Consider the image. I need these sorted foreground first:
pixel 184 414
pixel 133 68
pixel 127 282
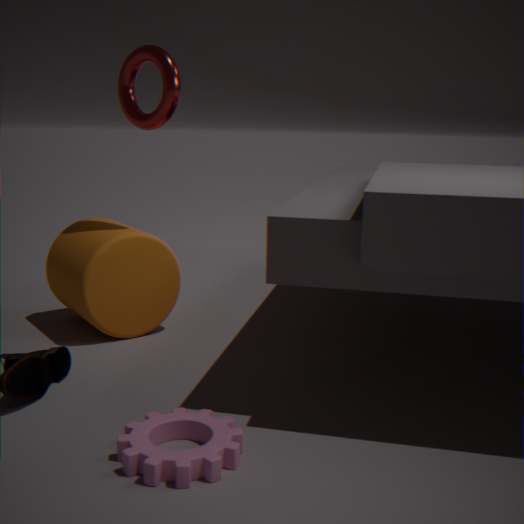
pixel 184 414
pixel 133 68
pixel 127 282
